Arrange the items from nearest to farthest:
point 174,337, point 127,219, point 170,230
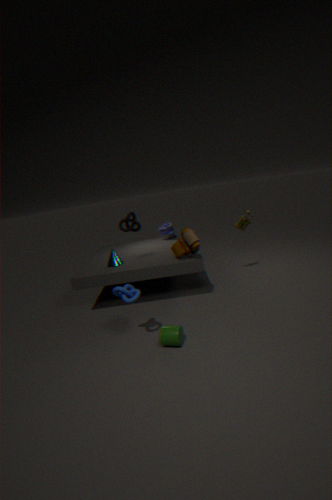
point 174,337 → point 127,219 → point 170,230
